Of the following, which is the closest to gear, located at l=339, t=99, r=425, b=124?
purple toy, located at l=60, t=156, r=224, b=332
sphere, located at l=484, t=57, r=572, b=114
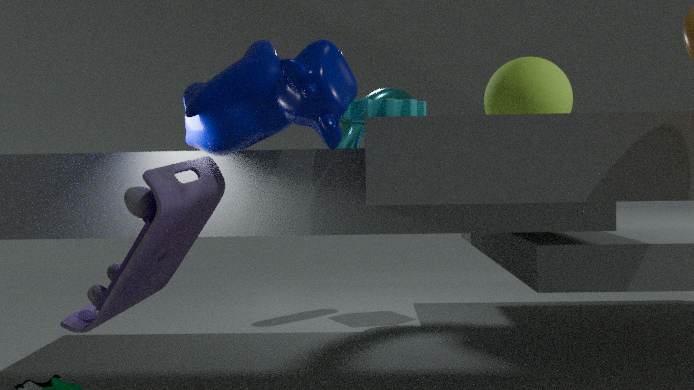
purple toy, located at l=60, t=156, r=224, b=332
